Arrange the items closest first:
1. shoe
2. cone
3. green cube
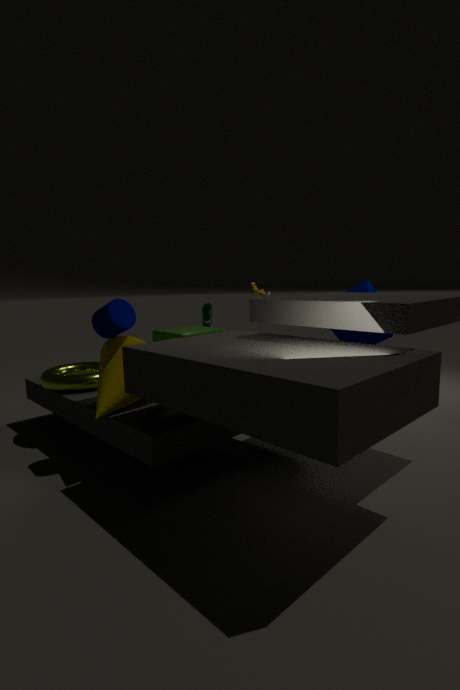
1. cone
2. green cube
3. shoe
